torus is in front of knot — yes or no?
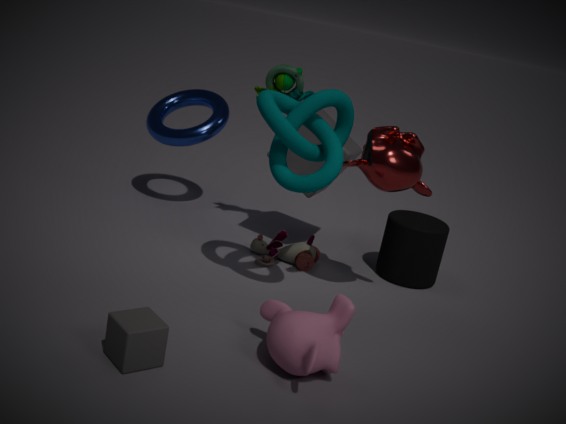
No
